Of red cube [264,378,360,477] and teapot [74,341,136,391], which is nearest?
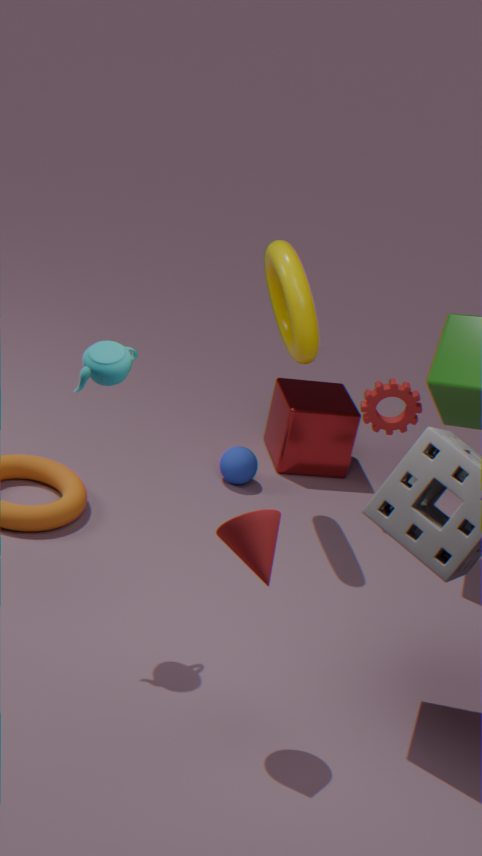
teapot [74,341,136,391]
